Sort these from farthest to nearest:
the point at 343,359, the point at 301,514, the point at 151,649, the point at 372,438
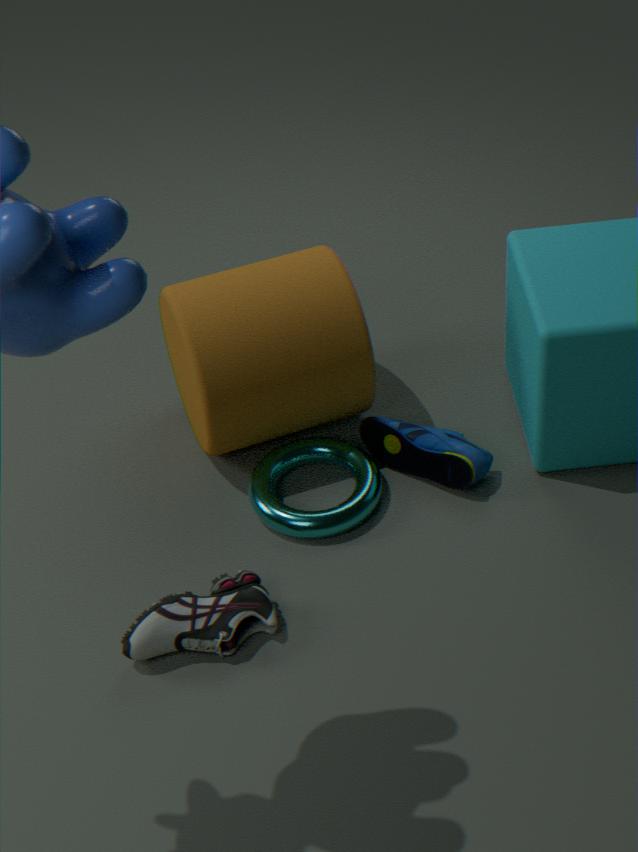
the point at 372,438, the point at 343,359, the point at 301,514, the point at 151,649
